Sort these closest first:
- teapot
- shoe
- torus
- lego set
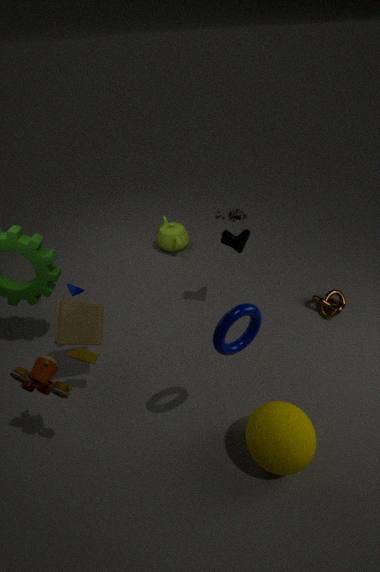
1. torus
2. shoe
3. teapot
4. lego set
